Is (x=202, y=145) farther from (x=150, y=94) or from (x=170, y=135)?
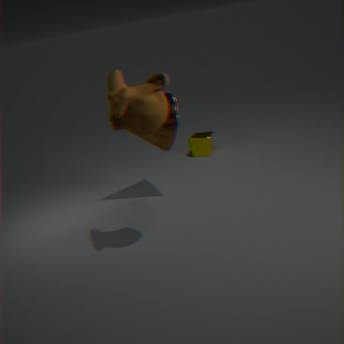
(x=150, y=94)
